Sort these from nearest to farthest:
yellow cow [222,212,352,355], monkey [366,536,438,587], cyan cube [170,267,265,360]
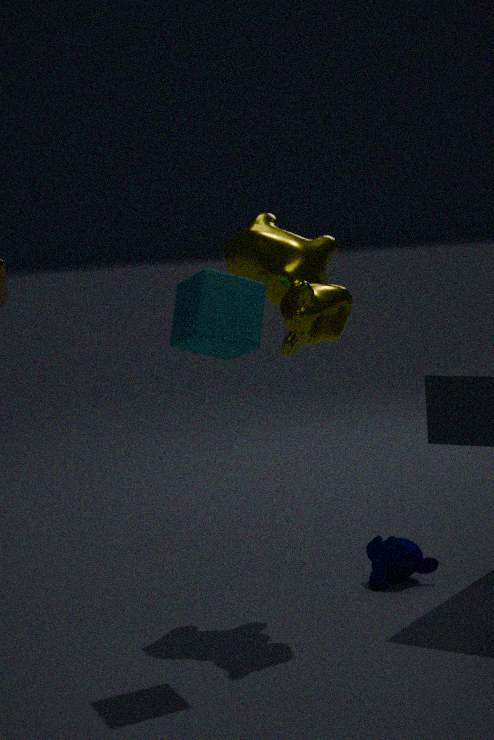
cyan cube [170,267,265,360] → yellow cow [222,212,352,355] → monkey [366,536,438,587]
